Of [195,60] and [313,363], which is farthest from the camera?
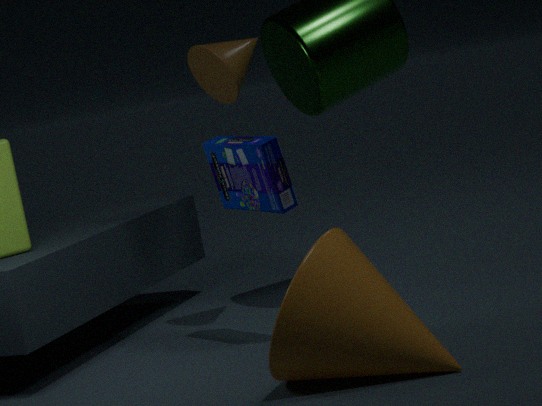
[195,60]
